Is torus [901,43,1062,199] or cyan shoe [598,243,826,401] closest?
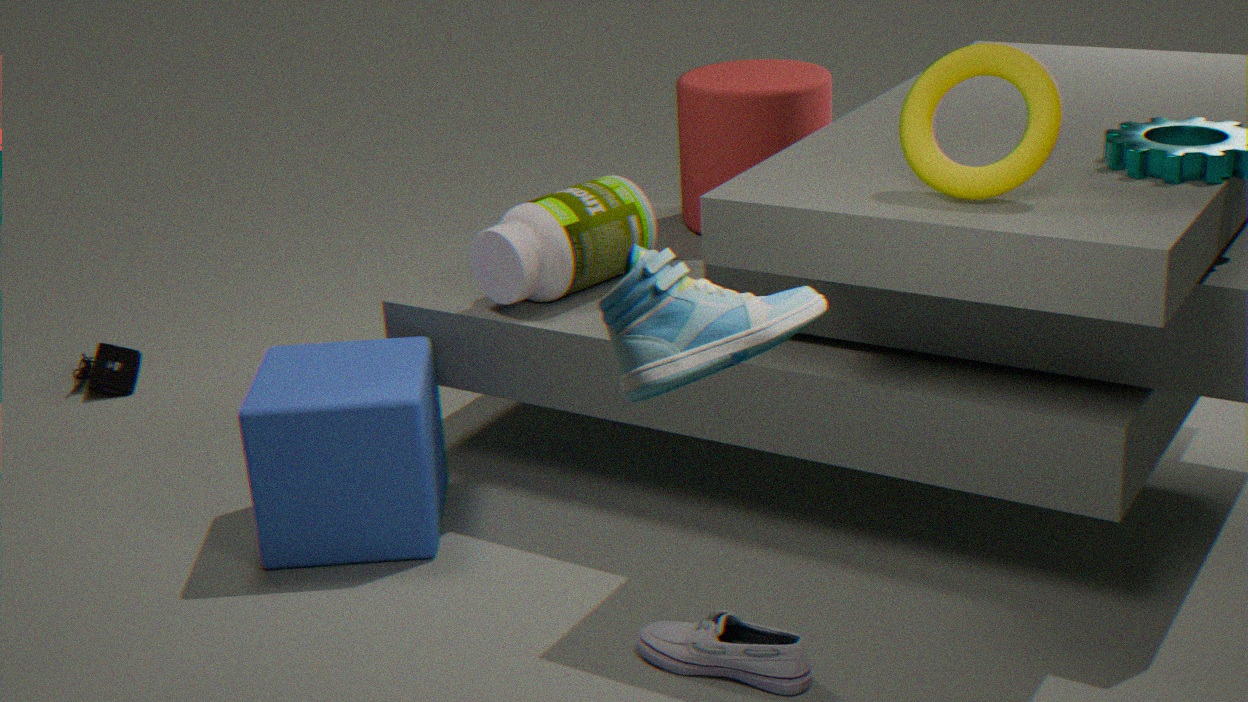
cyan shoe [598,243,826,401]
